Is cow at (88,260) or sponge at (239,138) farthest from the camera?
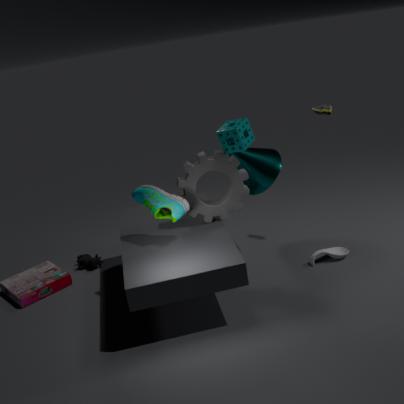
cow at (88,260)
